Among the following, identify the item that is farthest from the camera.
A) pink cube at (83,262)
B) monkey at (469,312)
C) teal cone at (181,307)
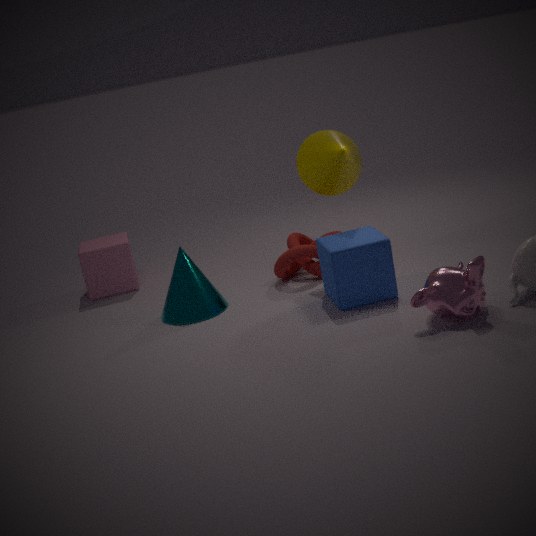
pink cube at (83,262)
